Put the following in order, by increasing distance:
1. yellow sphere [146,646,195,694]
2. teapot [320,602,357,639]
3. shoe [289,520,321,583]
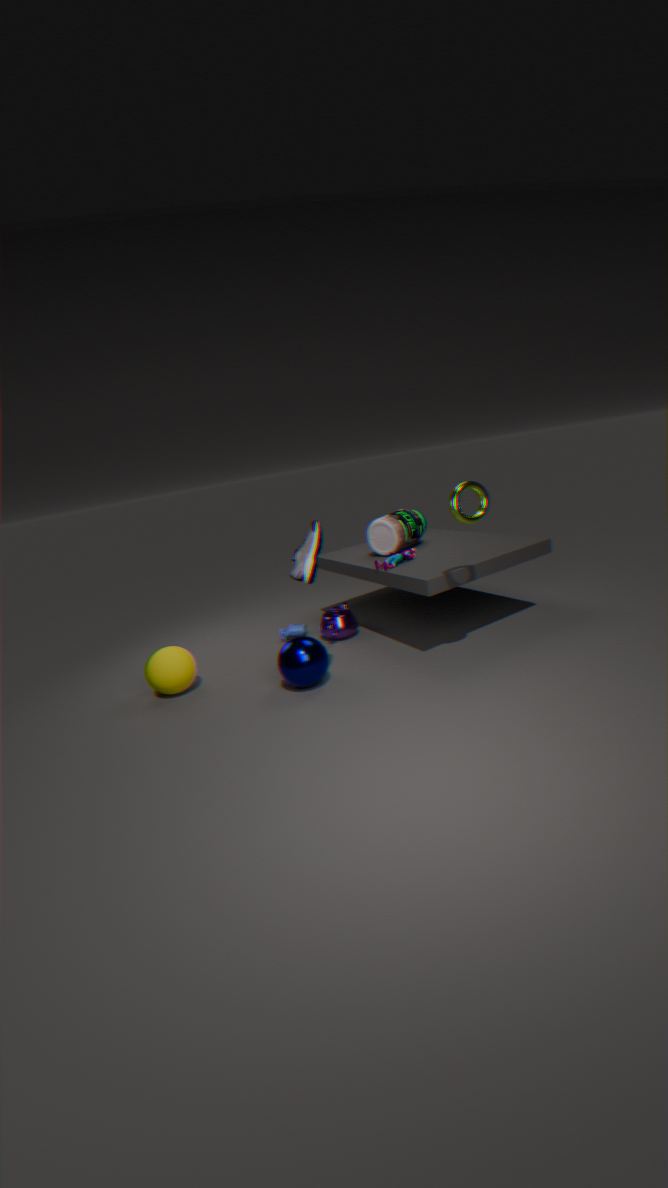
shoe [289,520,321,583], yellow sphere [146,646,195,694], teapot [320,602,357,639]
